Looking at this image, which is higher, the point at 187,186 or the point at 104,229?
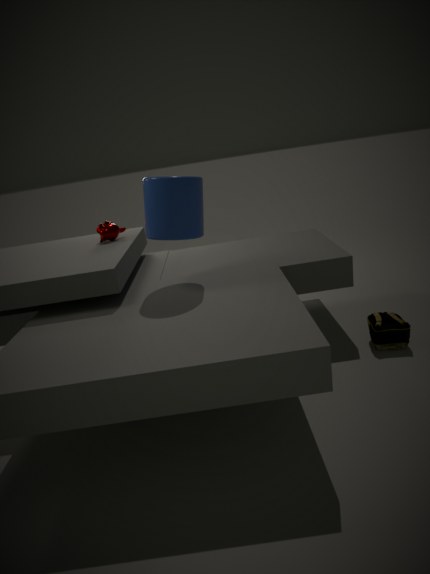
the point at 187,186
